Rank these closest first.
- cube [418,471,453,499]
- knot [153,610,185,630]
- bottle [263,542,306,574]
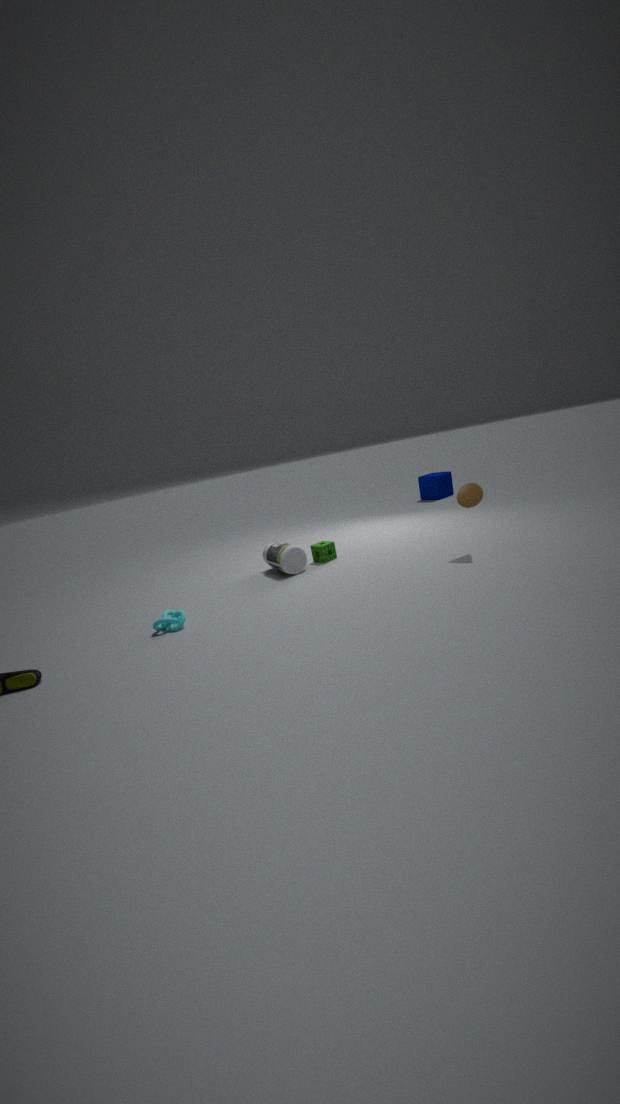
knot [153,610,185,630]
bottle [263,542,306,574]
cube [418,471,453,499]
